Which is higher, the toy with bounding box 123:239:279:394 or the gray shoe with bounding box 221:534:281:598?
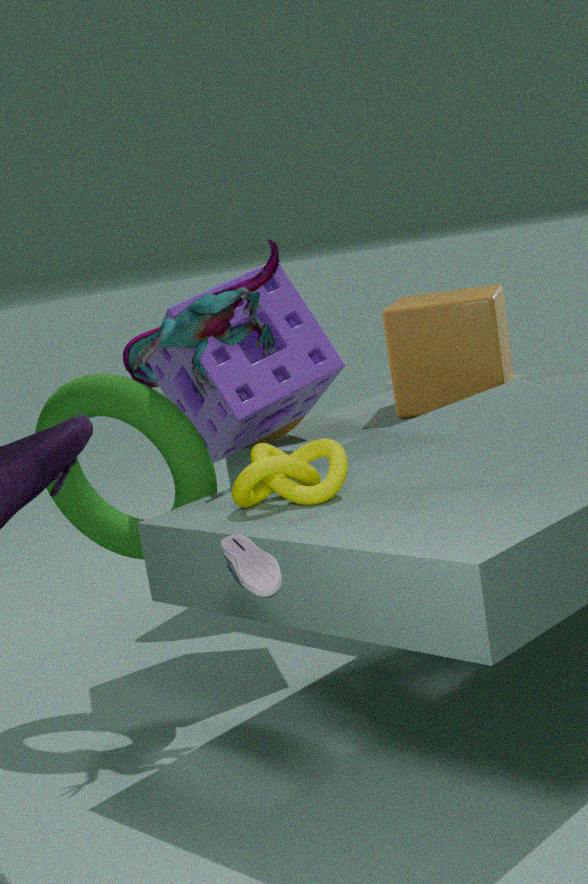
A: the toy with bounding box 123:239:279:394
